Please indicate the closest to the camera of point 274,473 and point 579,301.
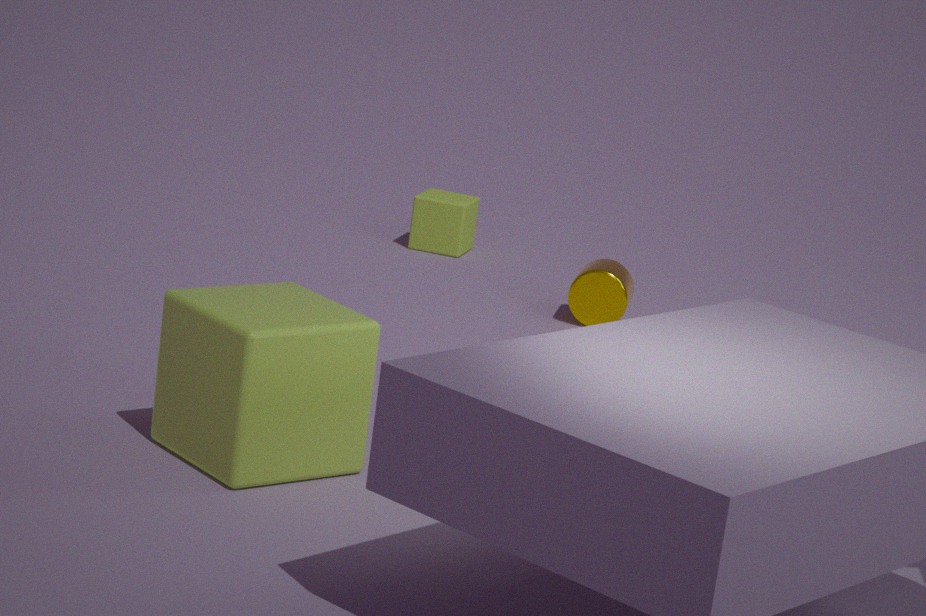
point 274,473
